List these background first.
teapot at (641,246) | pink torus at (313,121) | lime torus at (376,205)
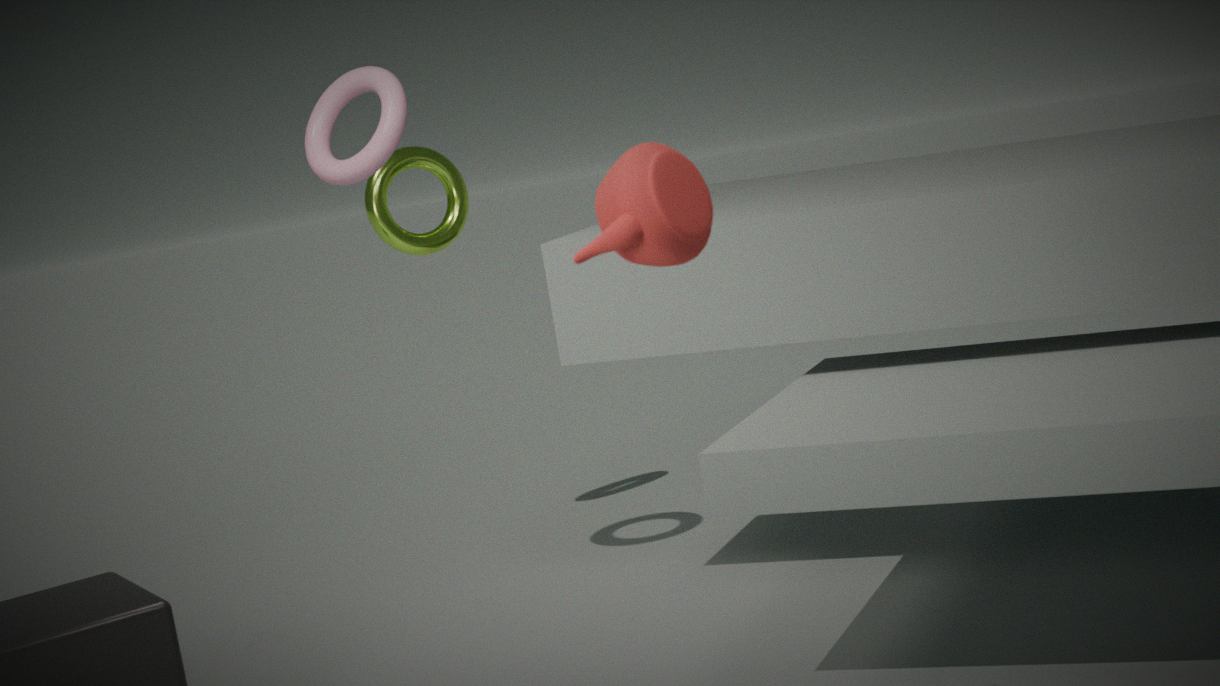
lime torus at (376,205), pink torus at (313,121), teapot at (641,246)
